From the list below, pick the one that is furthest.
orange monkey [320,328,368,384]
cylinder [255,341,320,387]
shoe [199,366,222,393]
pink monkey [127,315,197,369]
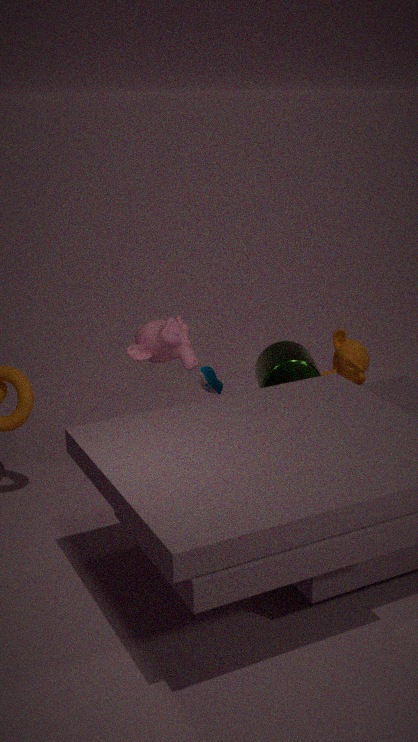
orange monkey [320,328,368,384]
